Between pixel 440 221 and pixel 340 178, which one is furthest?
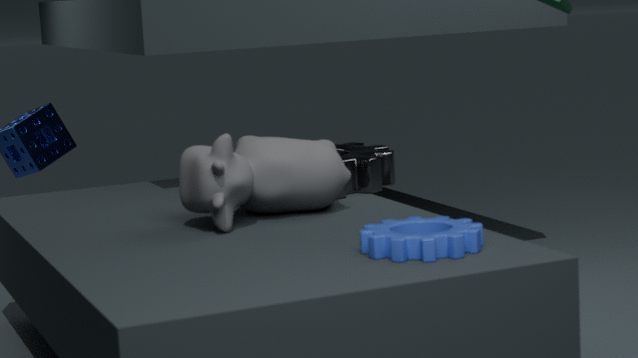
pixel 340 178
